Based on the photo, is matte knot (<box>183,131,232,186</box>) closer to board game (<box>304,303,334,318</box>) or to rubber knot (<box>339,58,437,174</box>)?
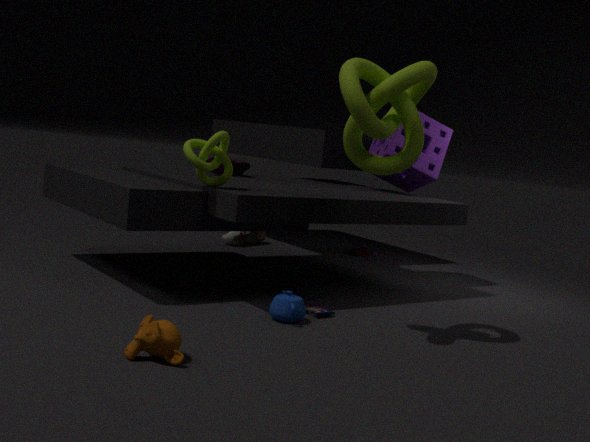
rubber knot (<box>339,58,437,174</box>)
